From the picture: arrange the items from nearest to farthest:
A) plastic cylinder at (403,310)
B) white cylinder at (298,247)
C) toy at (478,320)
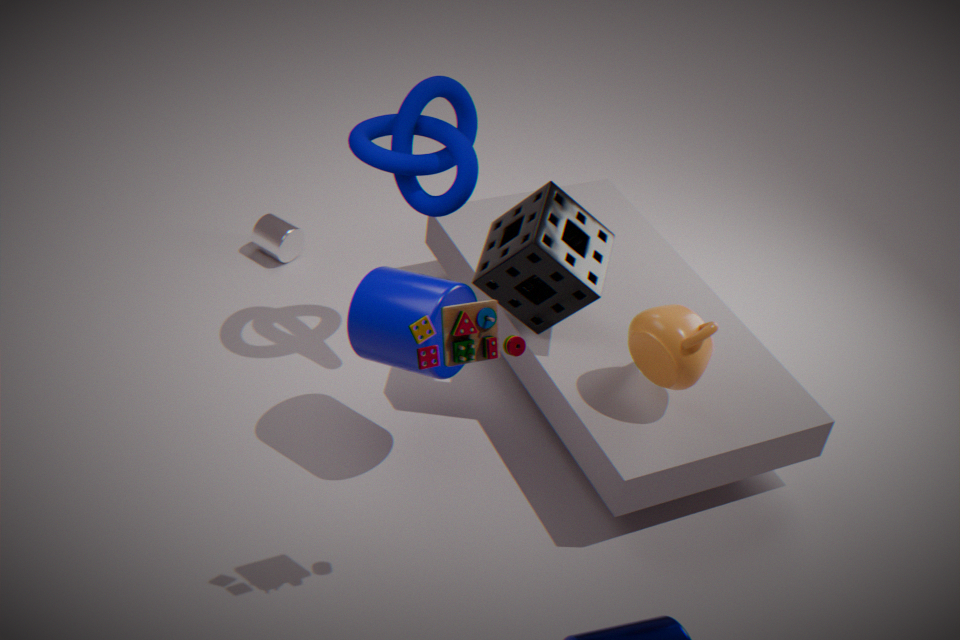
toy at (478,320), plastic cylinder at (403,310), white cylinder at (298,247)
